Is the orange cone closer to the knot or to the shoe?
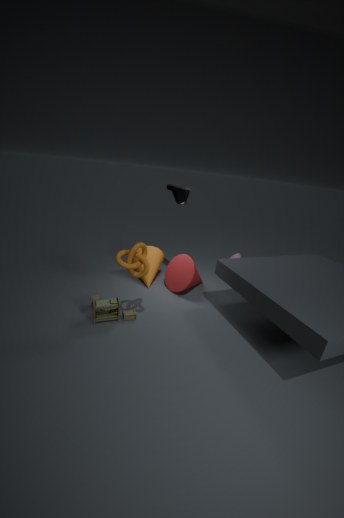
the shoe
